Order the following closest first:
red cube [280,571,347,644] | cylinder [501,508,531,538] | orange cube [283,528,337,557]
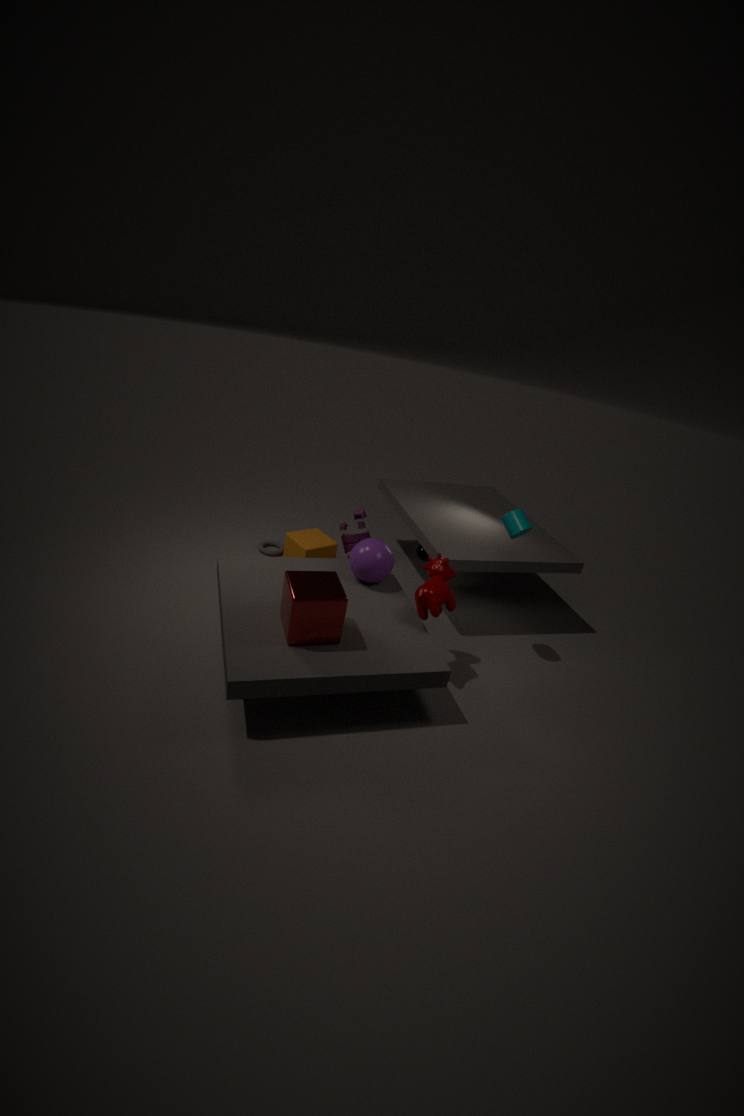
1. red cube [280,571,347,644]
2. cylinder [501,508,531,538]
3. orange cube [283,528,337,557]
